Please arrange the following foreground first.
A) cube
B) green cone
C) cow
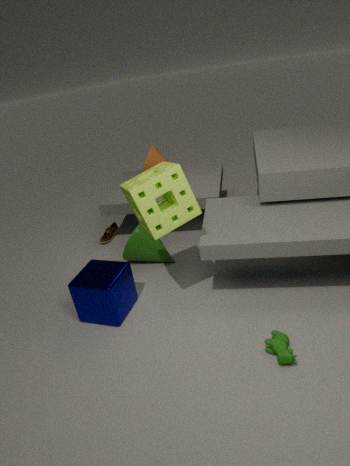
C. cow < A. cube < B. green cone
